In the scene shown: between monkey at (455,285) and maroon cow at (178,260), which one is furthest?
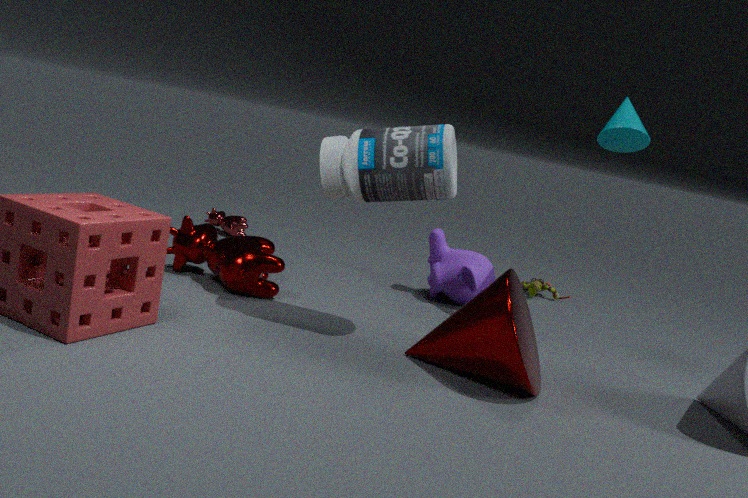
monkey at (455,285)
